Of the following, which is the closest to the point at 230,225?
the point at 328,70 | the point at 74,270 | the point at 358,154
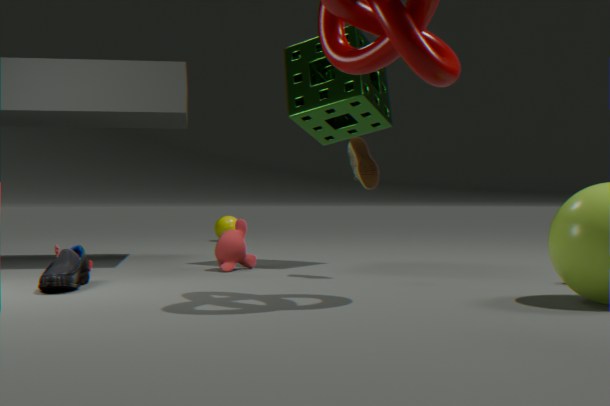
the point at 328,70
